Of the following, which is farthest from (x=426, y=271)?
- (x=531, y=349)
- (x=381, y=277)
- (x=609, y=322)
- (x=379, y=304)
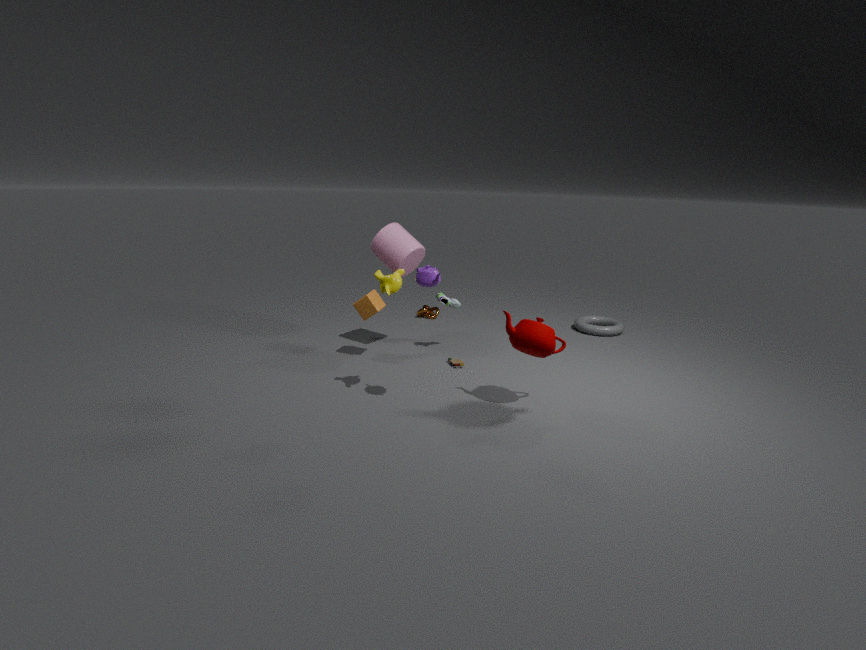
(x=609, y=322)
